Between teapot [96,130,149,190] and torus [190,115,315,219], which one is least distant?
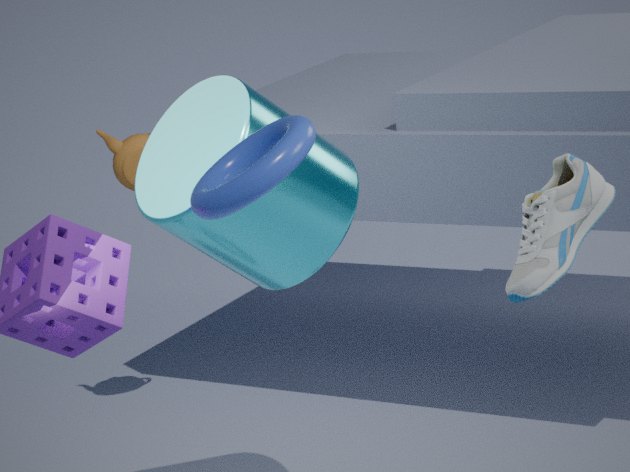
torus [190,115,315,219]
